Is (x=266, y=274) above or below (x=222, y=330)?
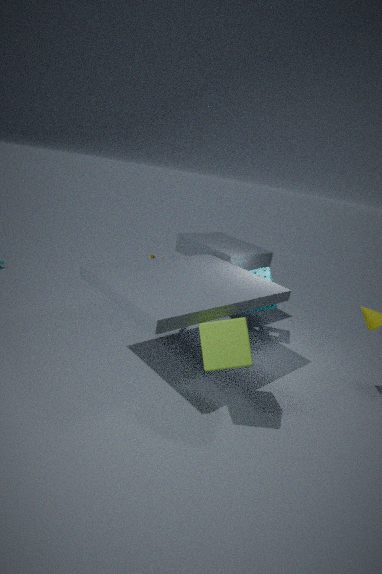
below
